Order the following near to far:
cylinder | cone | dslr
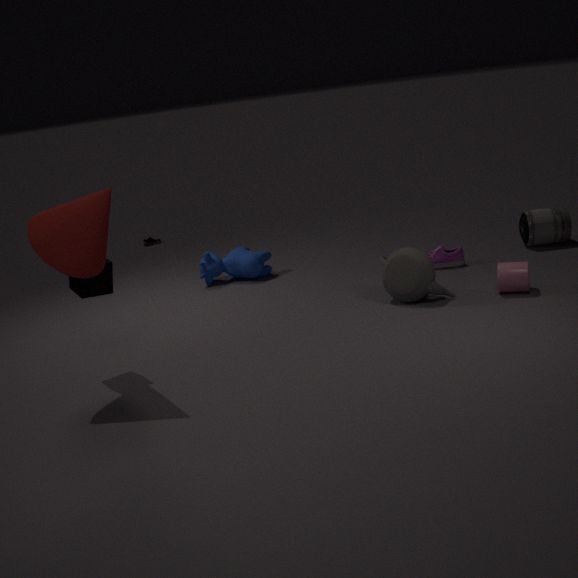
cone, cylinder, dslr
